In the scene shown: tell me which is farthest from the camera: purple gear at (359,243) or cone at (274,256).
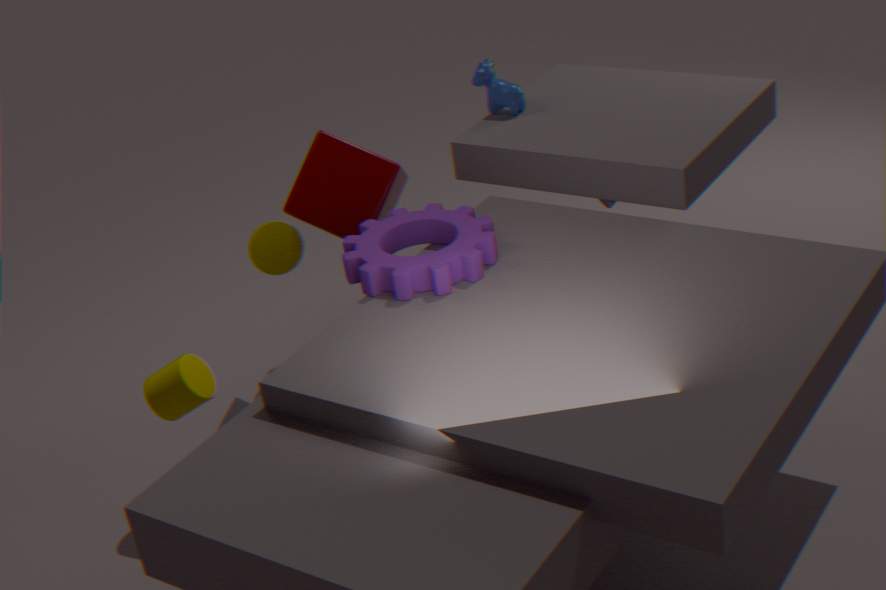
cone at (274,256)
